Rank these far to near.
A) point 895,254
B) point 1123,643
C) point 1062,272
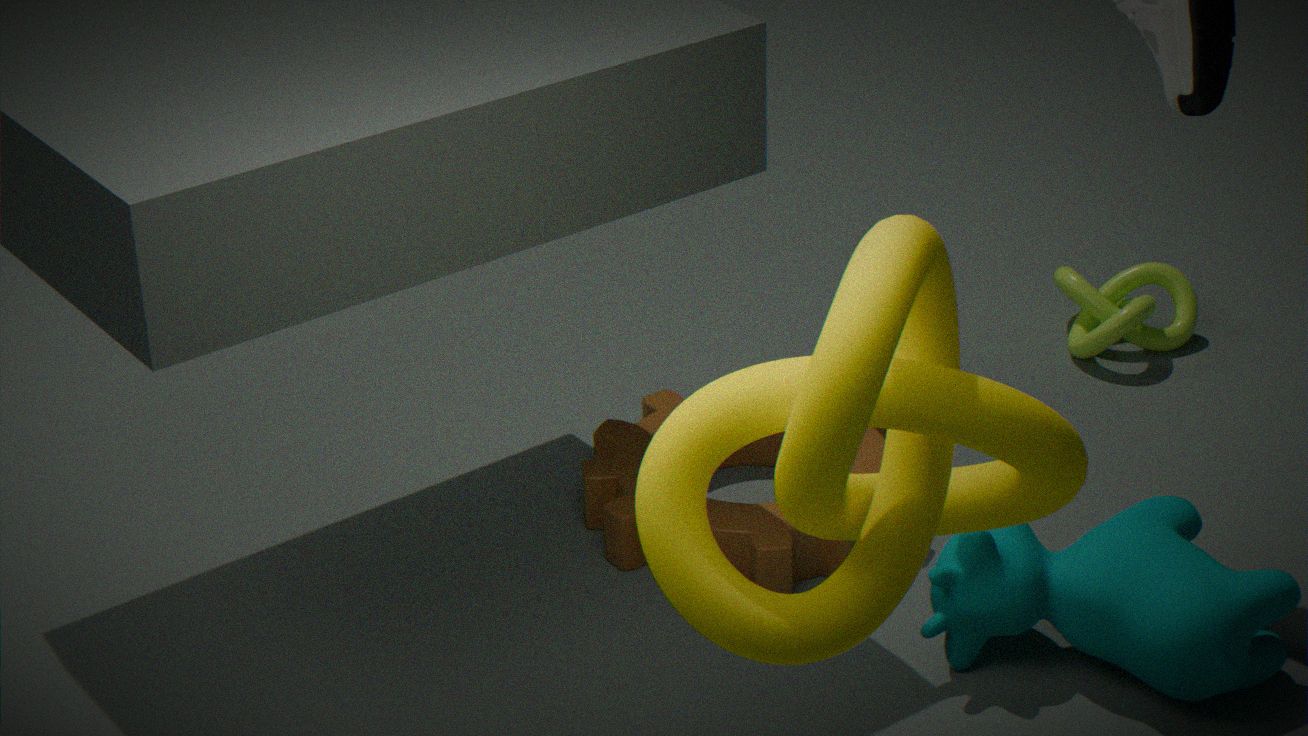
point 1062,272 < point 1123,643 < point 895,254
